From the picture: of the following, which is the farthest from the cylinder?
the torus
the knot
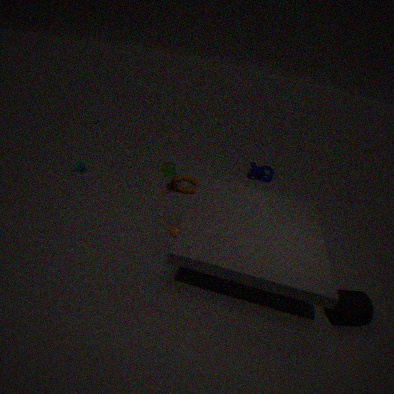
the knot
